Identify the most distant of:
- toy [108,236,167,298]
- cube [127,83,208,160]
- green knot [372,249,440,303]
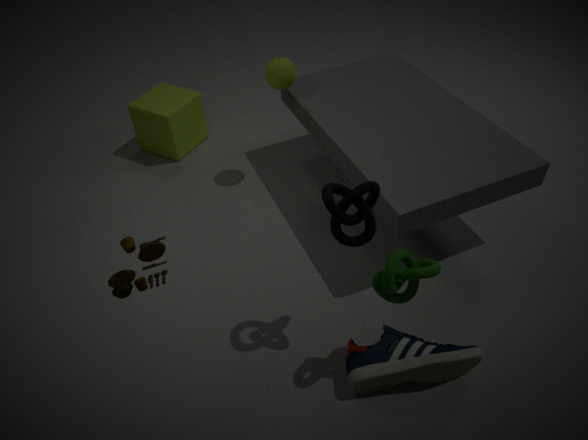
cube [127,83,208,160]
